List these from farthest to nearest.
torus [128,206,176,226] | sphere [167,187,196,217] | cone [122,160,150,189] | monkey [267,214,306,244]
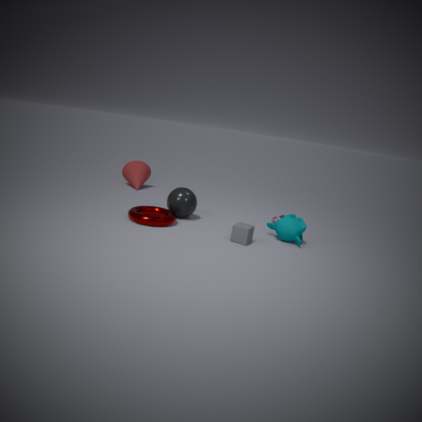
cone [122,160,150,189]
sphere [167,187,196,217]
monkey [267,214,306,244]
torus [128,206,176,226]
